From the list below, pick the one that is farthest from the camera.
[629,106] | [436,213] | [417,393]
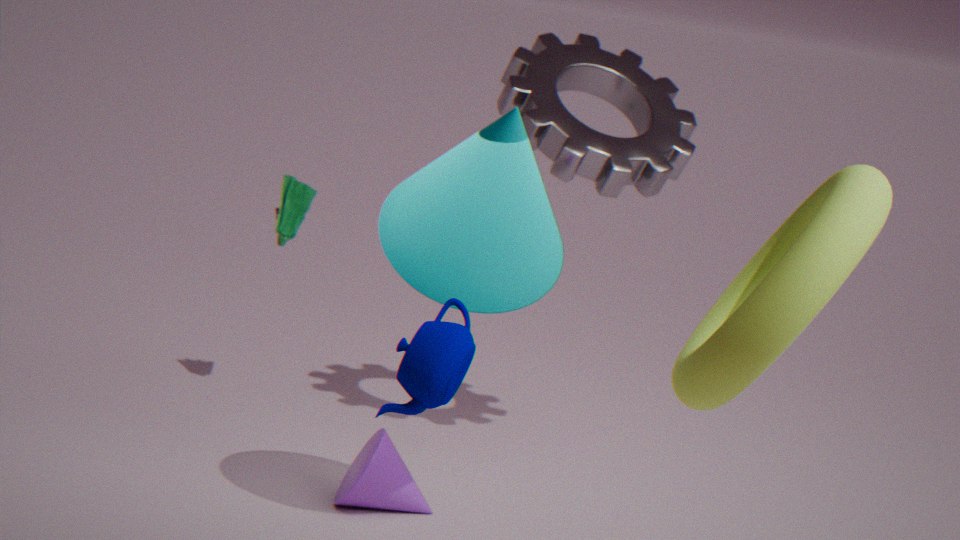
[629,106]
